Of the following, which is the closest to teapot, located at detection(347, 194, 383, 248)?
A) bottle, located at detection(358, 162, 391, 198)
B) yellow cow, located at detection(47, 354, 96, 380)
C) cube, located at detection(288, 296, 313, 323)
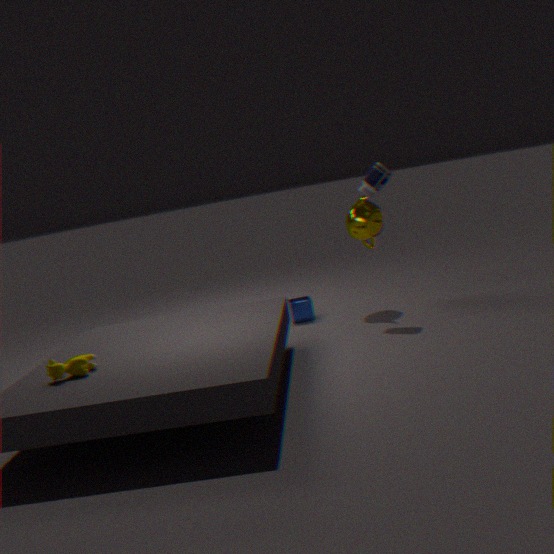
bottle, located at detection(358, 162, 391, 198)
